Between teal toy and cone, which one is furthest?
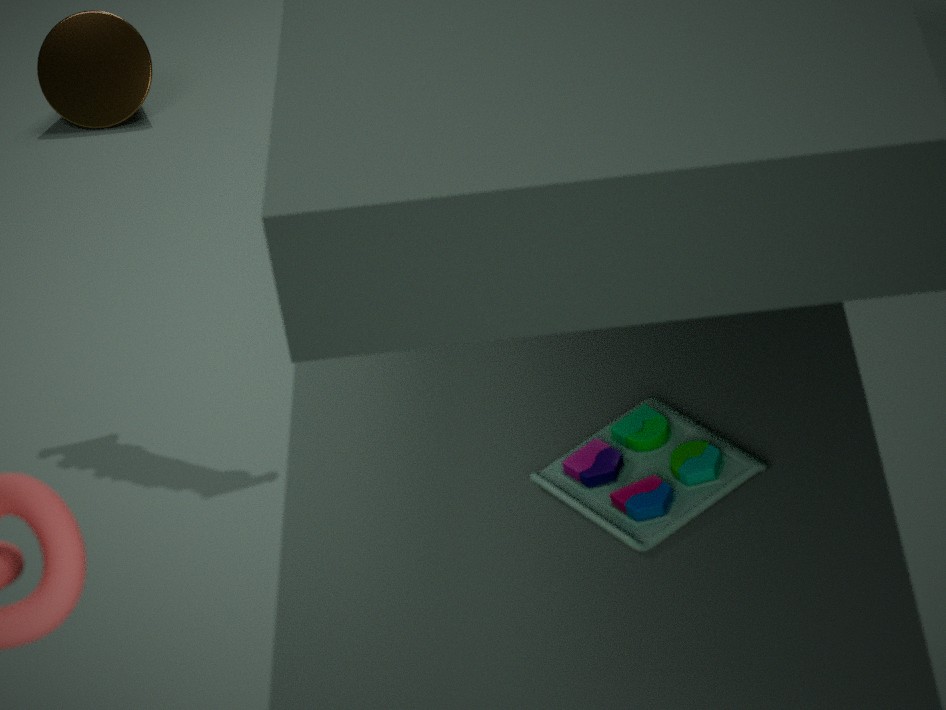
cone
